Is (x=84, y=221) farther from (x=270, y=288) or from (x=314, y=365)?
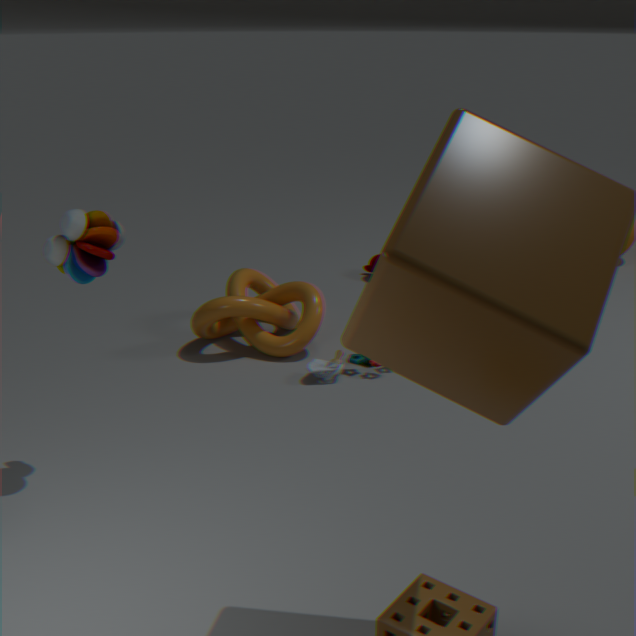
(x=314, y=365)
